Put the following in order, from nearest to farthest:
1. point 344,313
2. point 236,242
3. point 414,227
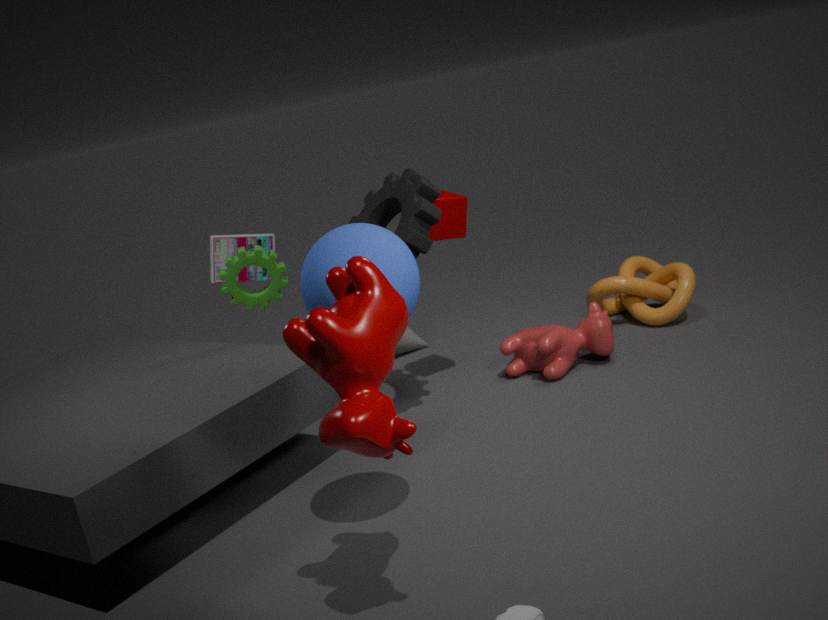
point 344,313, point 414,227, point 236,242
